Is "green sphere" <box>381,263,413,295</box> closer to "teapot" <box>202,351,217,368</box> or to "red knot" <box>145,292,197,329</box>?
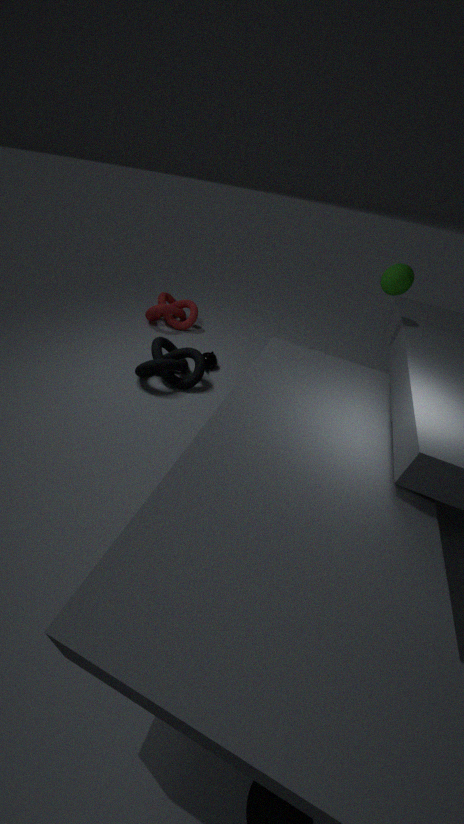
"teapot" <box>202,351,217,368</box>
